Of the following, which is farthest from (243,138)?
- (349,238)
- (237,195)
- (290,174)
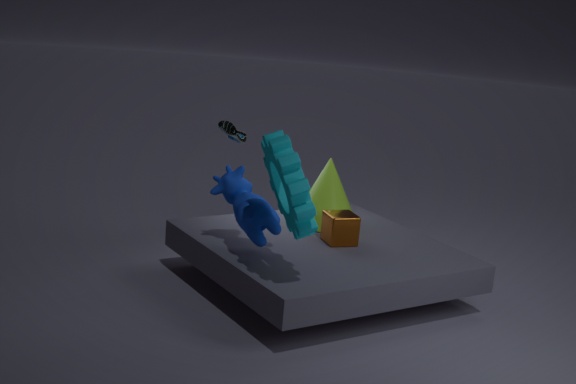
(290,174)
